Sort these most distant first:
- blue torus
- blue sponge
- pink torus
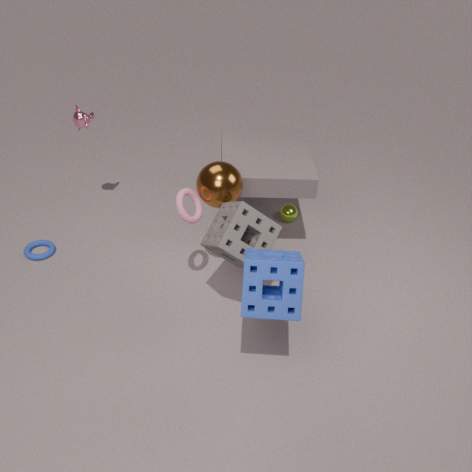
1. blue torus
2. pink torus
3. blue sponge
